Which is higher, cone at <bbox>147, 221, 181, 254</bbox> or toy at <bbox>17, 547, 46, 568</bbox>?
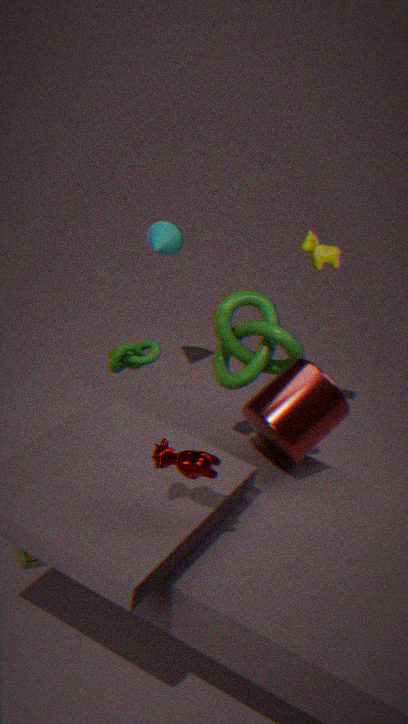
cone at <bbox>147, 221, 181, 254</bbox>
